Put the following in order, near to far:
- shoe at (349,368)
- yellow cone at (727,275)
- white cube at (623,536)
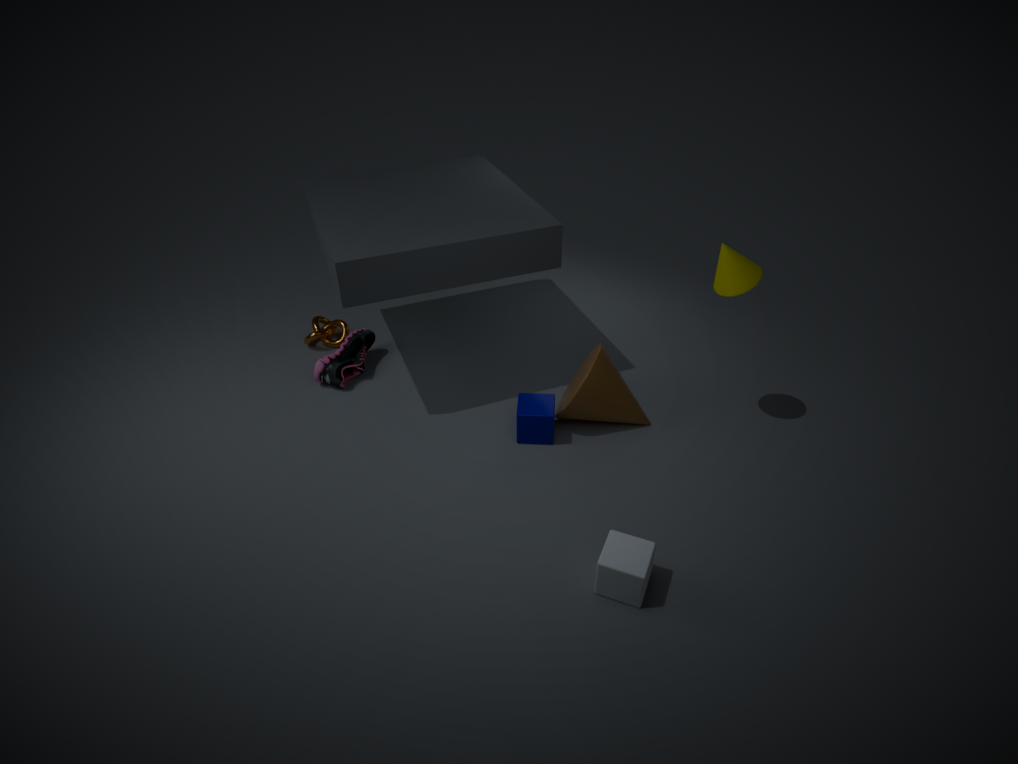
white cube at (623,536) < yellow cone at (727,275) < shoe at (349,368)
